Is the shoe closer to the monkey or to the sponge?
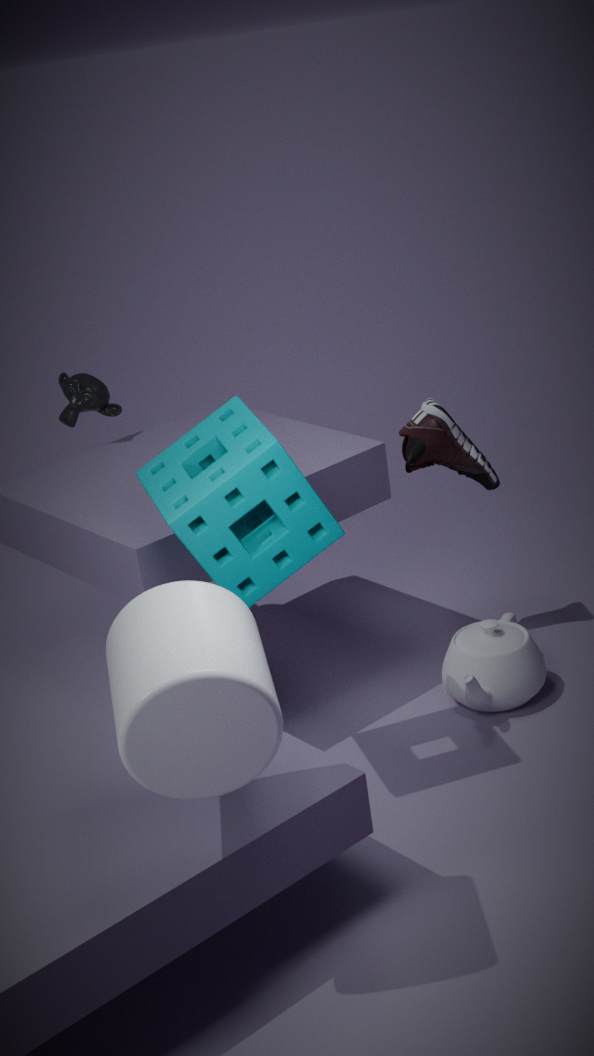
the sponge
